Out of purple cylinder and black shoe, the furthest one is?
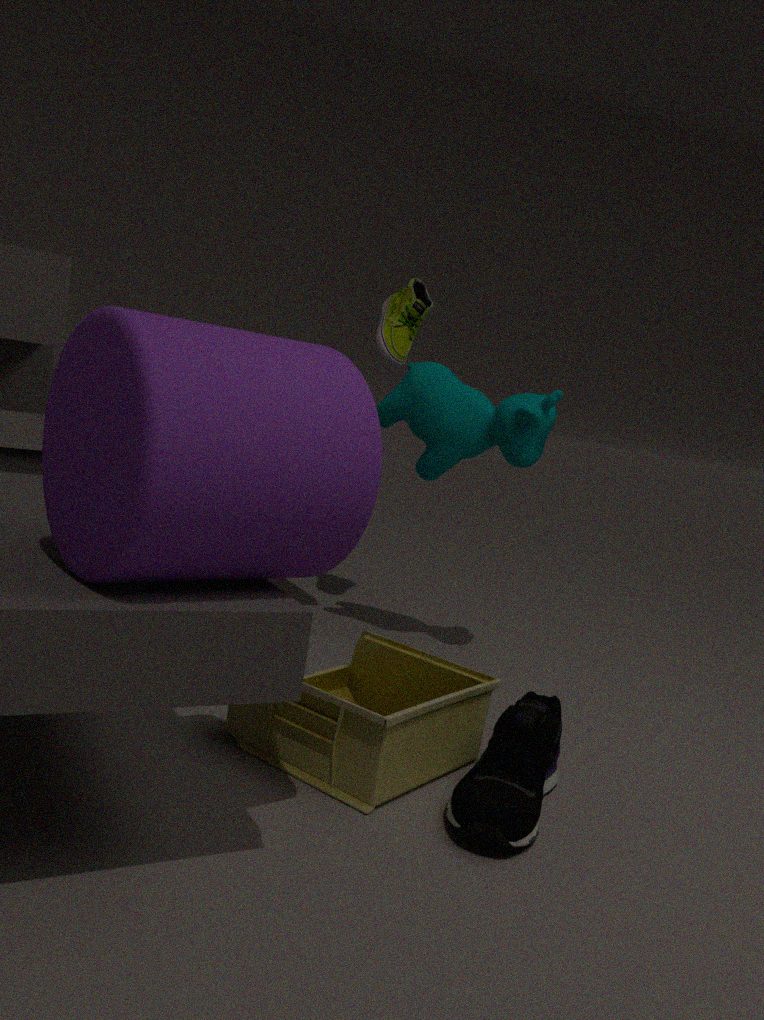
black shoe
